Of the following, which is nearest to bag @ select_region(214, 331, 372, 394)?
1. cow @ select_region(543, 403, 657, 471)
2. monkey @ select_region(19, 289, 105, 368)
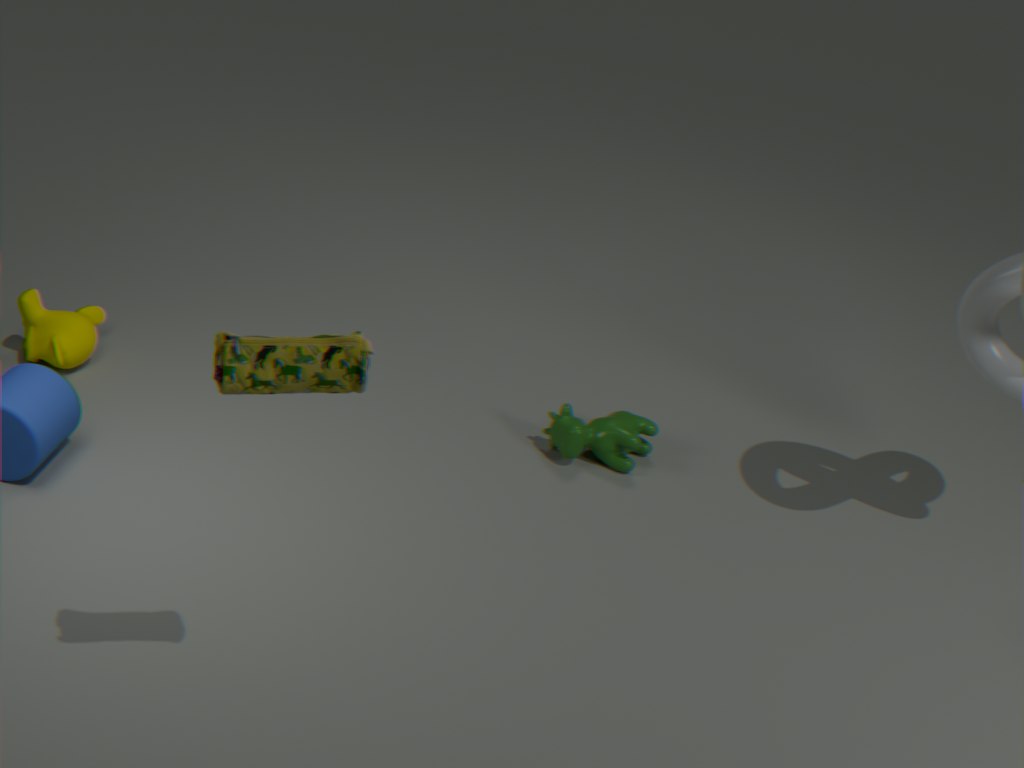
cow @ select_region(543, 403, 657, 471)
